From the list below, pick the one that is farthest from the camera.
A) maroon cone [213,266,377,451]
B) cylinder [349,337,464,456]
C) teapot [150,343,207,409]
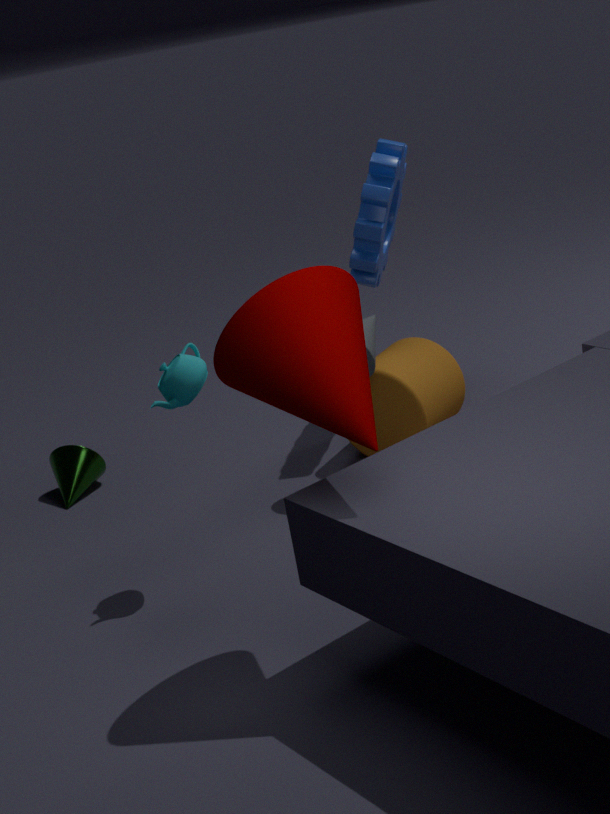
cylinder [349,337,464,456]
